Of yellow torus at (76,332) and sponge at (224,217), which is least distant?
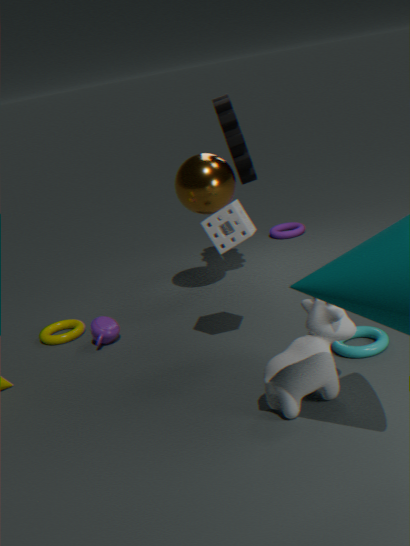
sponge at (224,217)
